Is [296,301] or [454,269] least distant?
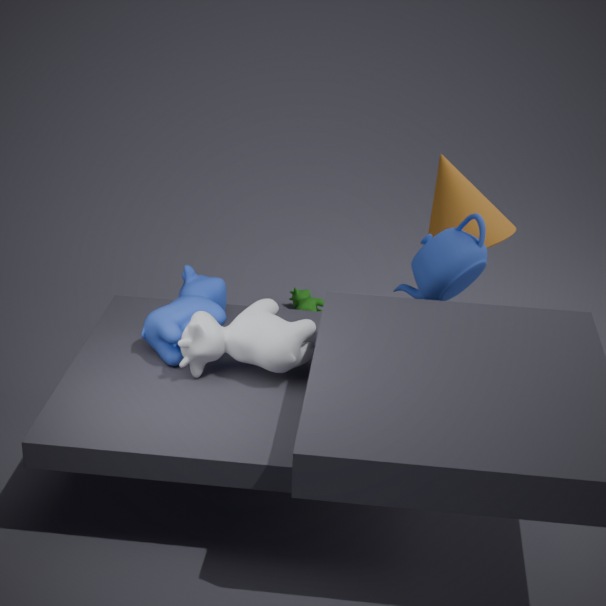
[454,269]
